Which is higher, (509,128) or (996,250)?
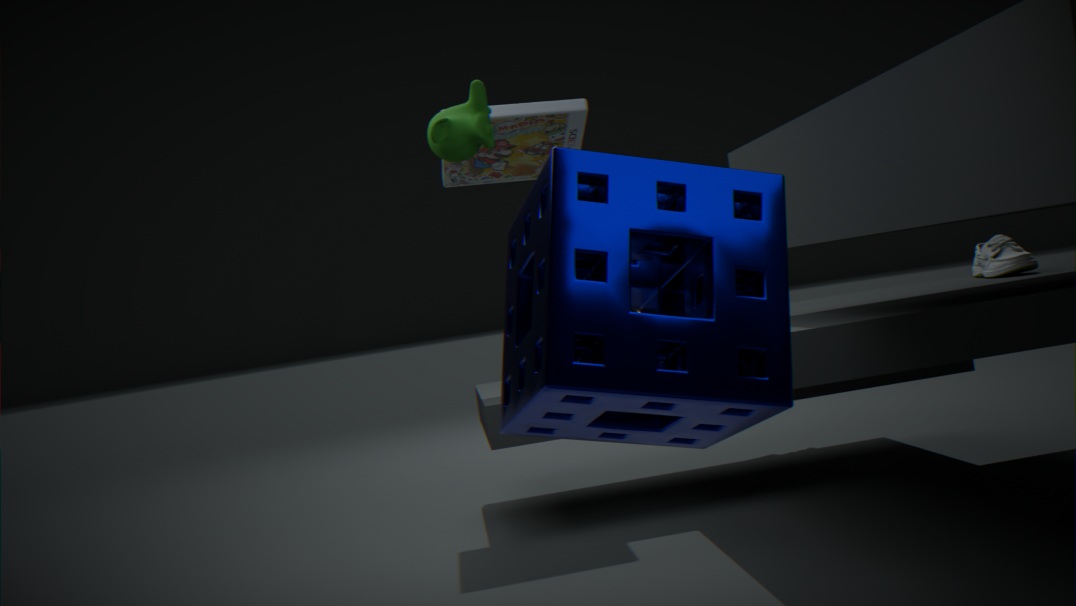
(509,128)
